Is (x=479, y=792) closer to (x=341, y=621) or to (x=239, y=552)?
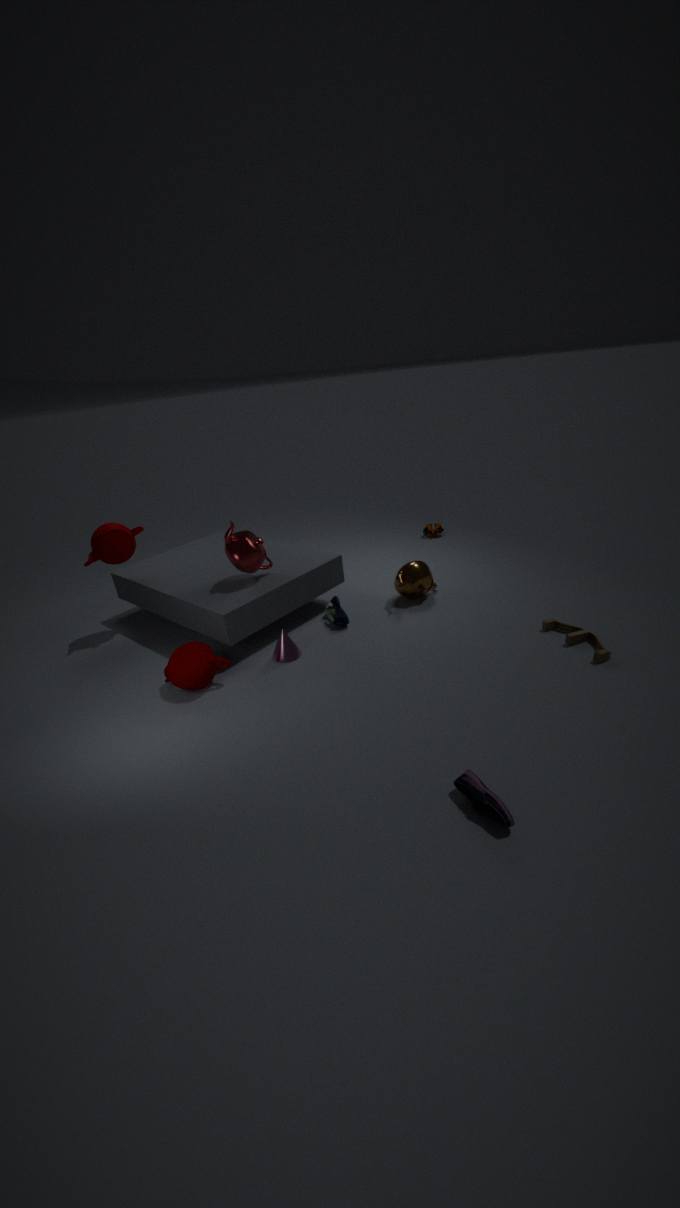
(x=341, y=621)
